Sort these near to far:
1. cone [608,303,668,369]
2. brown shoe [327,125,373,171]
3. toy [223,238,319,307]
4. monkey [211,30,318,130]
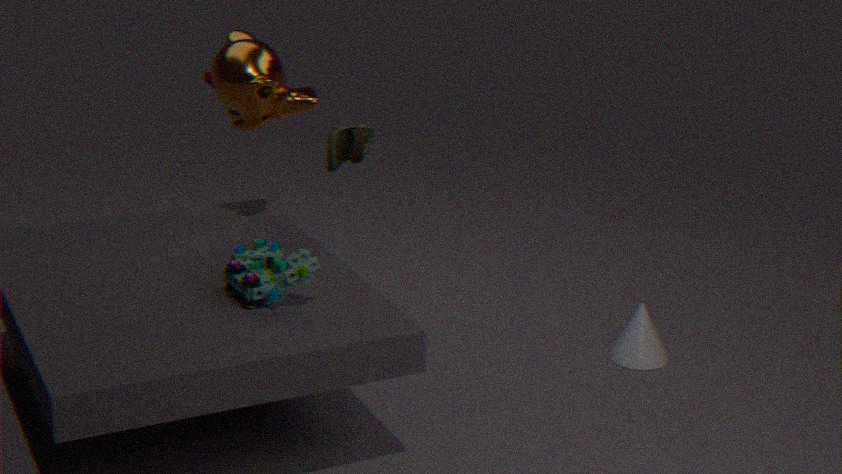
toy [223,238,319,307], brown shoe [327,125,373,171], monkey [211,30,318,130], cone [608,303,668,369]
